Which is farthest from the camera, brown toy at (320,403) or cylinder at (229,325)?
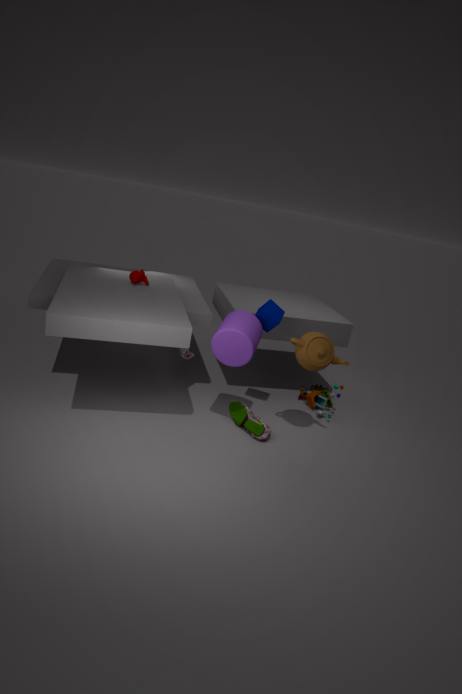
brown toy at (320,403)
